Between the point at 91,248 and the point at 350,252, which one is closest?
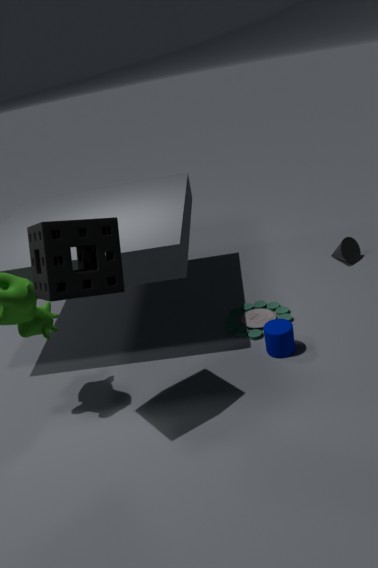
the point at 91,248
